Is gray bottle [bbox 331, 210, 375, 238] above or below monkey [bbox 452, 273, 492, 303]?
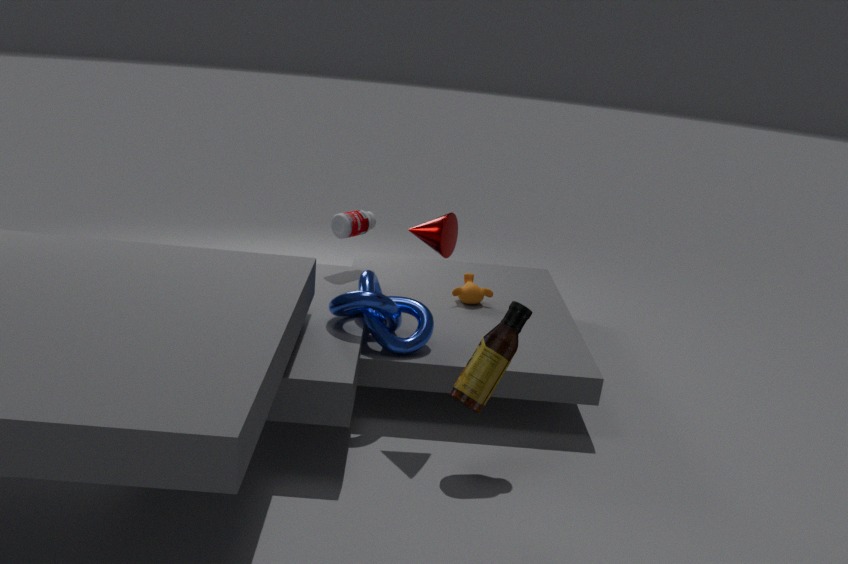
above
